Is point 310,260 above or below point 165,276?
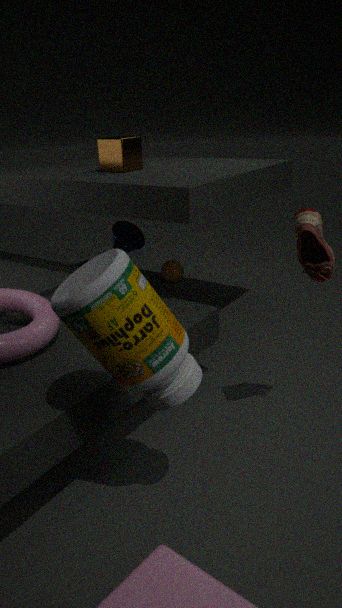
above
